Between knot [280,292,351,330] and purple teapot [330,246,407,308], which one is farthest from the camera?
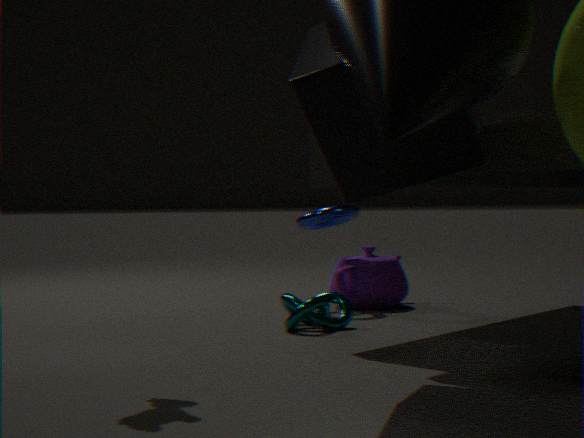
purple teapot [330,246,407,308]
